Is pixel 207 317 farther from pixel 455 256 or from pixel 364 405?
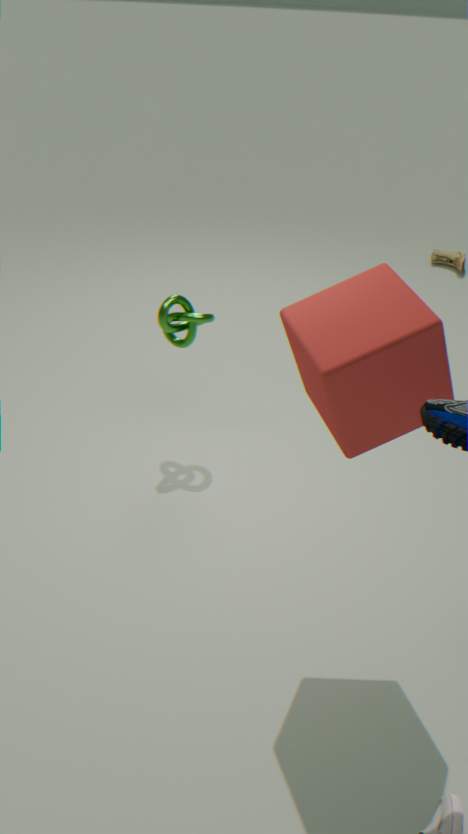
Answer: pixel 455 256
